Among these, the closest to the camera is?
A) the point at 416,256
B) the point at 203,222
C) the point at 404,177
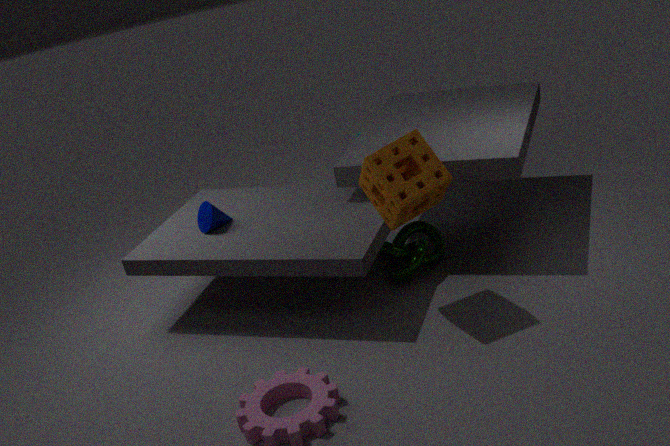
the point at 404,177
